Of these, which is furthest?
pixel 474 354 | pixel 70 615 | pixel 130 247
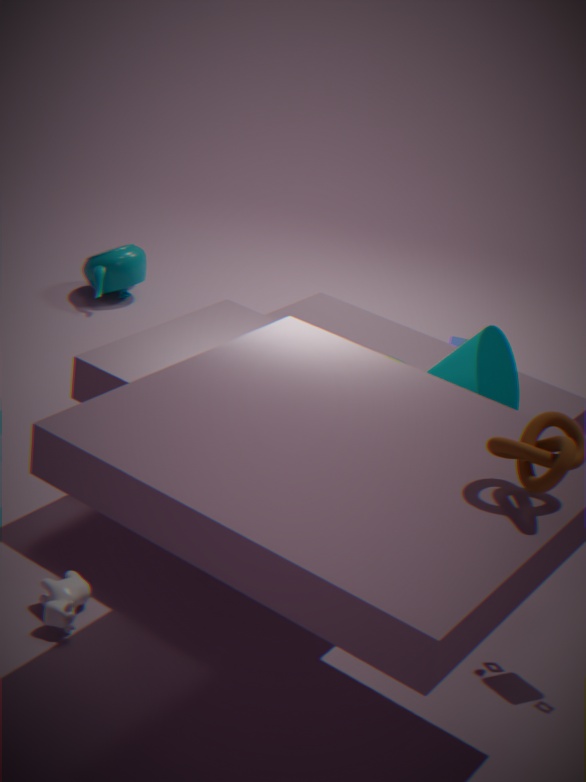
pixel 130 247
